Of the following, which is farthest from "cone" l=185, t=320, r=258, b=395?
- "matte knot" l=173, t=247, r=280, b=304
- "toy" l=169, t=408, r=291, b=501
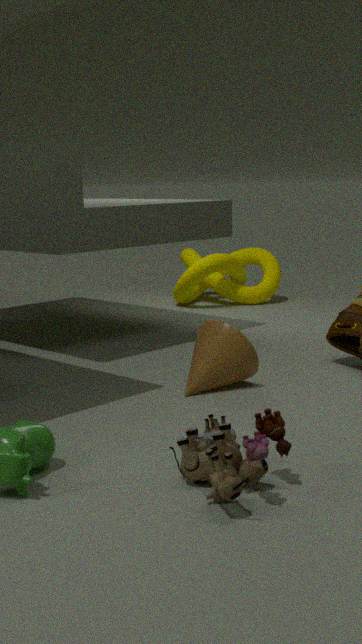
"matte knot" l=173, t=247, r=280, b=304
